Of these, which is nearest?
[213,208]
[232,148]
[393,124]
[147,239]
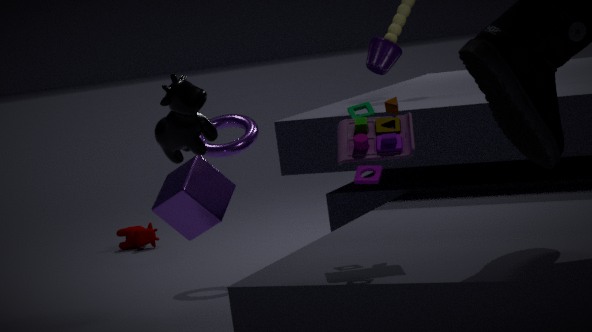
[393,124]
